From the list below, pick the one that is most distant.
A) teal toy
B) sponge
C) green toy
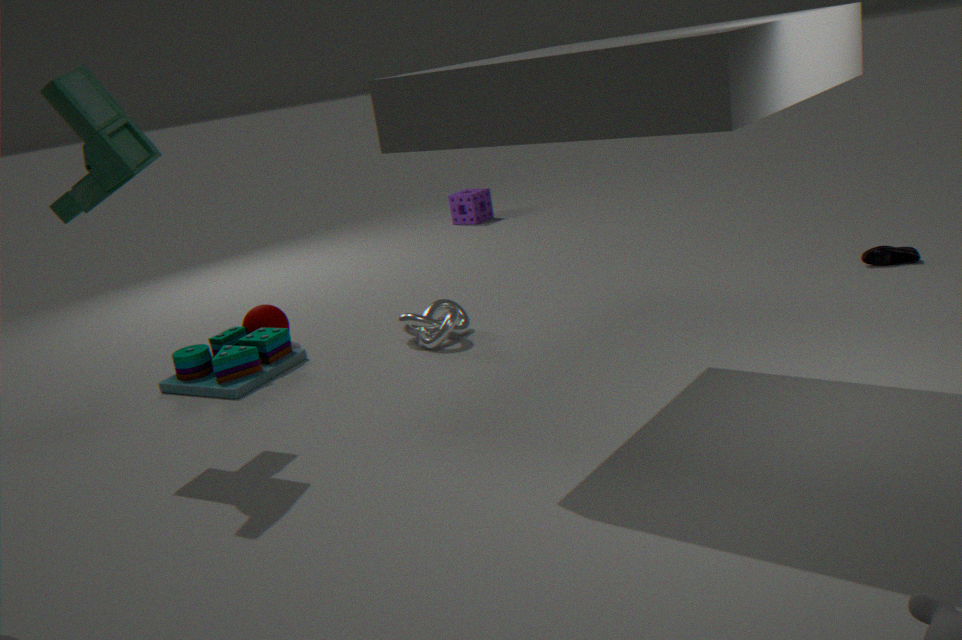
sponge
